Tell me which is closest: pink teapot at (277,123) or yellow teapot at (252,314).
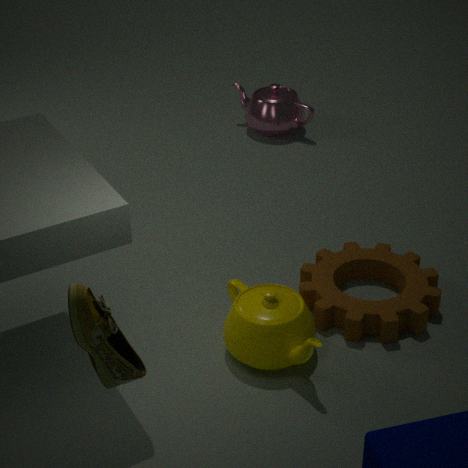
yellow teapot at (252,314)
